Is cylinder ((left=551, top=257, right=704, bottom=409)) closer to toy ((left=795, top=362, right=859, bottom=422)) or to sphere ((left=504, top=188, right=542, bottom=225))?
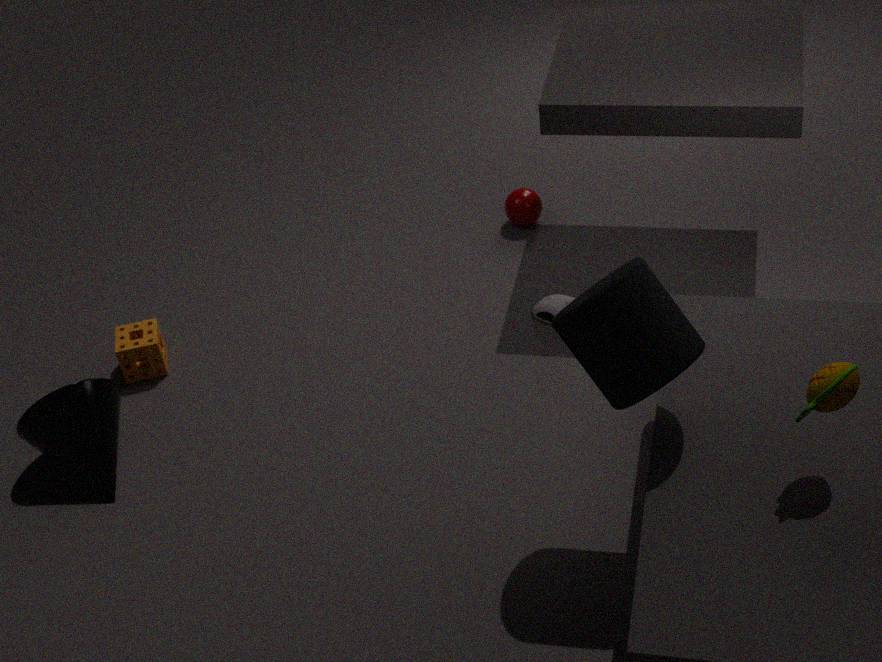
toy ((left=795, top=362, right=859, bottom=422))
